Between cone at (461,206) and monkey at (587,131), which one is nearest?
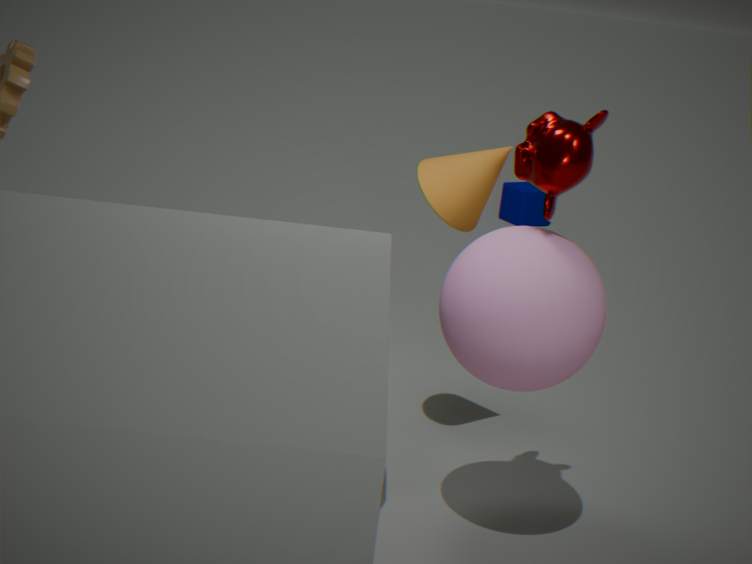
monkey at (587,131)
